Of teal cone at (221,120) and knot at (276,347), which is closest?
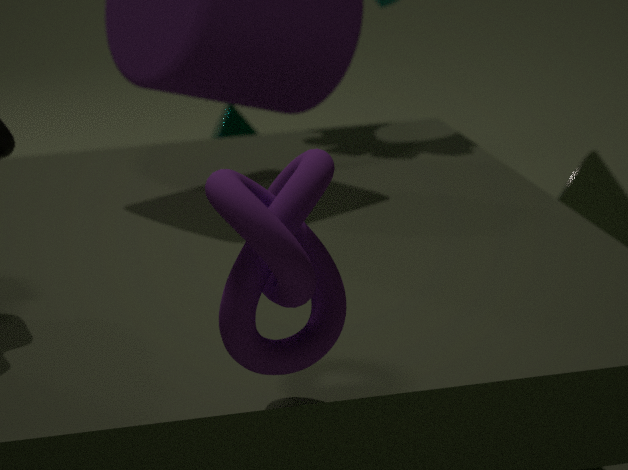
knot at (276,347)
